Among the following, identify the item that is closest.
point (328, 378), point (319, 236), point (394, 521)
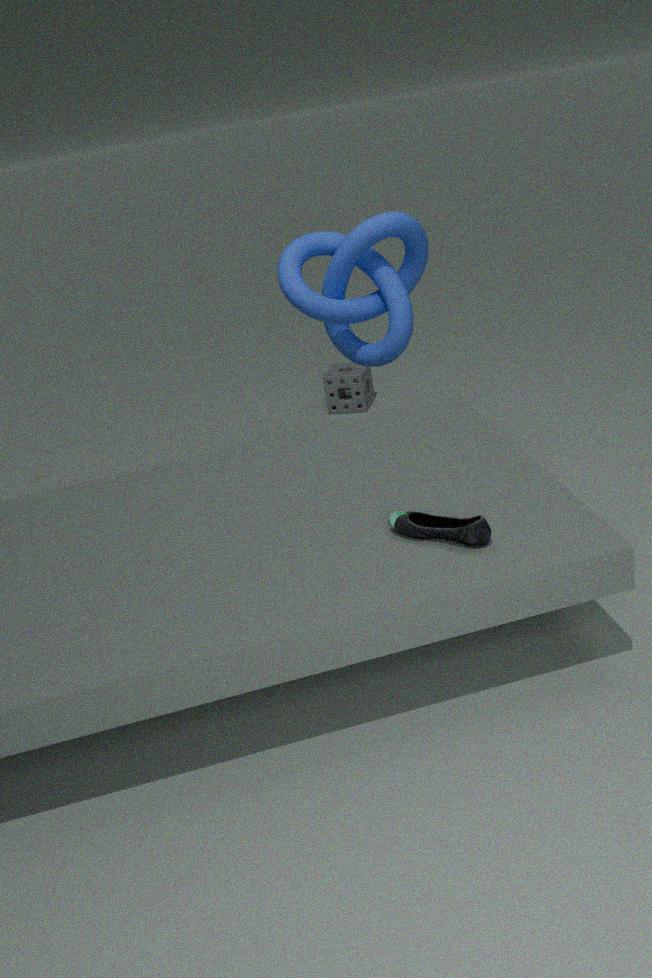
point (394, 521)
